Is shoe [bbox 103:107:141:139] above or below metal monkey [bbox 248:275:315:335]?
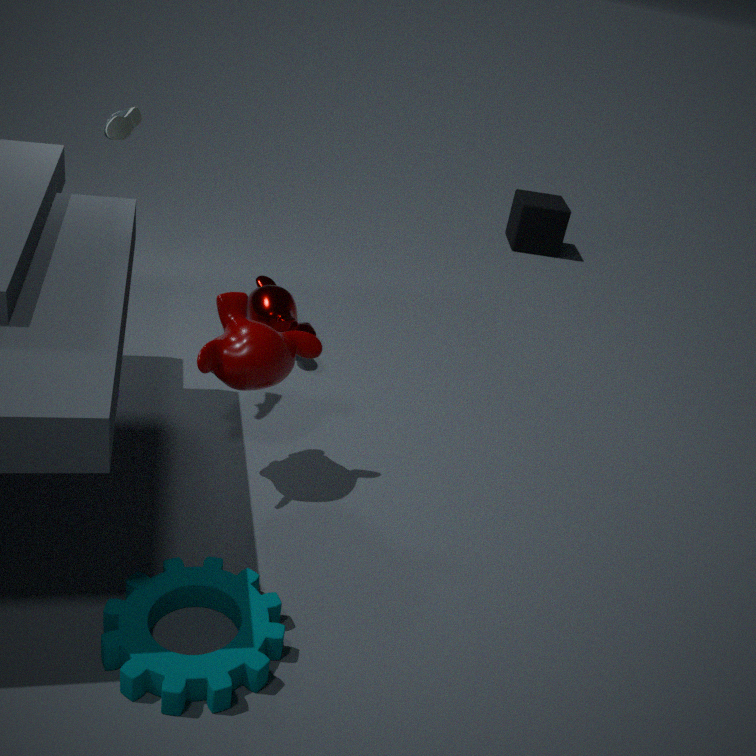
above
